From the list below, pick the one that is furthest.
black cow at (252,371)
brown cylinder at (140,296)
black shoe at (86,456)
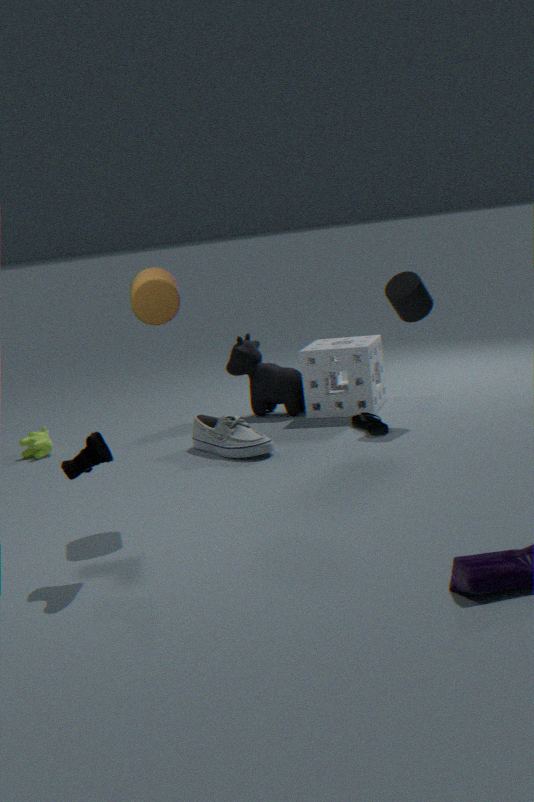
black cow at (252,371)
